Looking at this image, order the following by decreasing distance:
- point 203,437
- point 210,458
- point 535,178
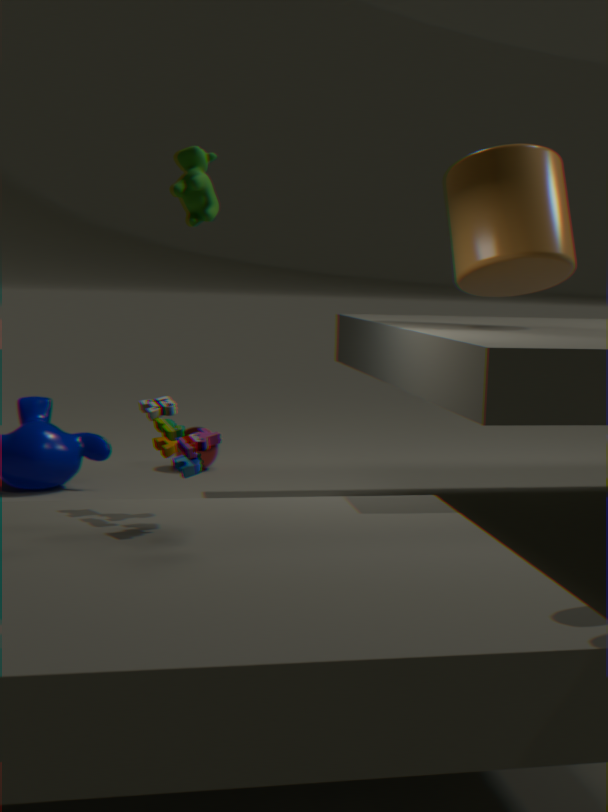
point 210,458 < point 535,178 < point 203,437
